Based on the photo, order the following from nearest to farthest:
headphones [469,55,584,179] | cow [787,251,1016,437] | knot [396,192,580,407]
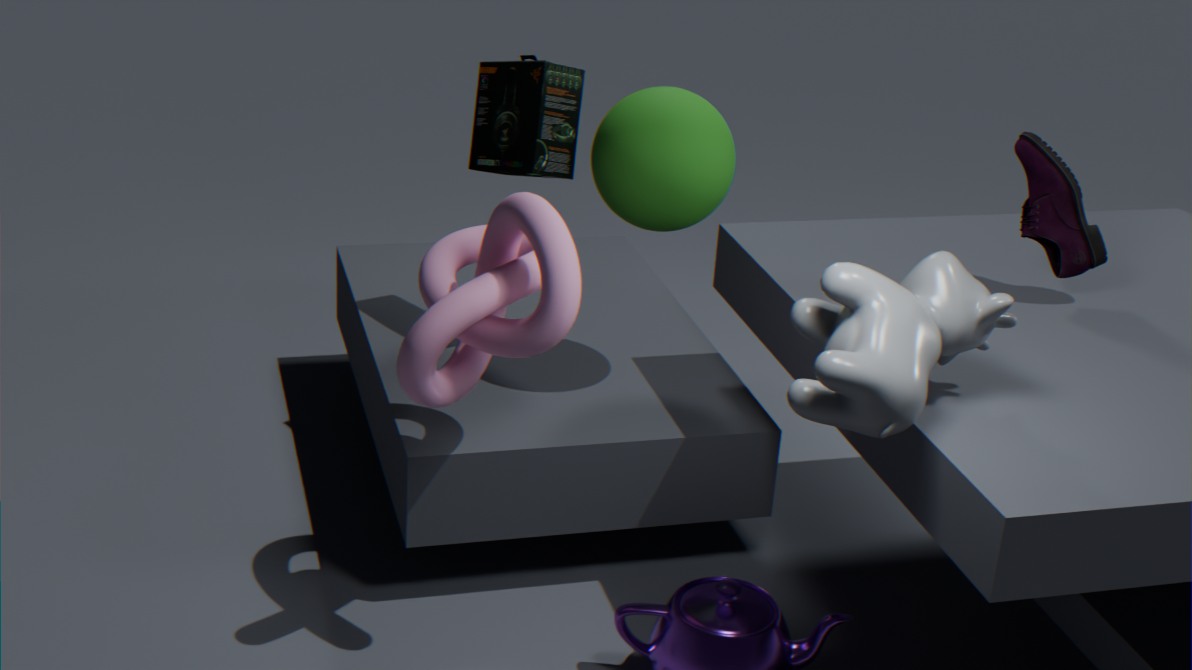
cow [787,251,1016,437] < knot [396,192,580,407] < headphones [469,55,584,179]
